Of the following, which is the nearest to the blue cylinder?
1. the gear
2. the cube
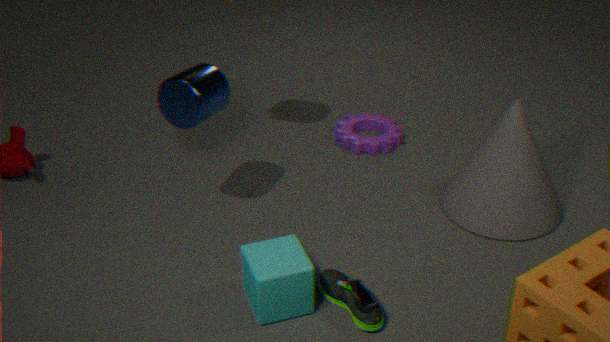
the cube
